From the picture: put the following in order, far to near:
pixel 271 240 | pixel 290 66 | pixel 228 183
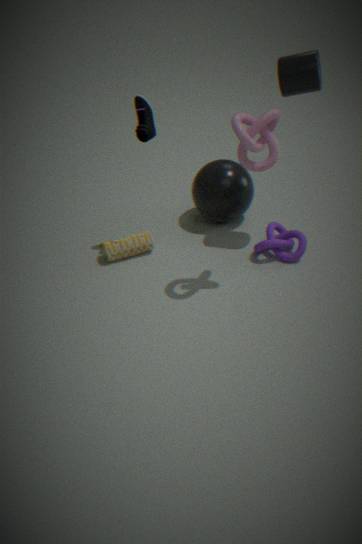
pixel 228 183 → pixel 271 240 → pixel 290 66
